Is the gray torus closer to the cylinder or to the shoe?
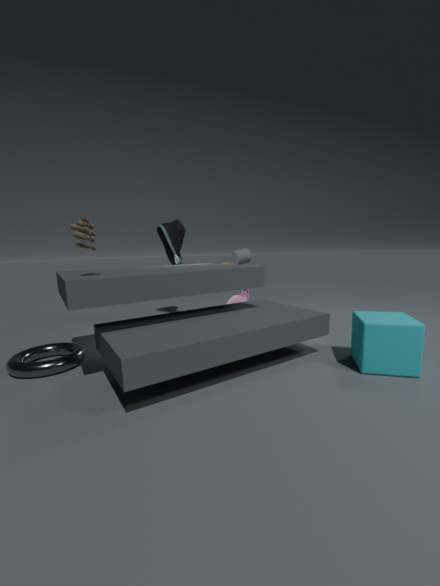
the shoe
